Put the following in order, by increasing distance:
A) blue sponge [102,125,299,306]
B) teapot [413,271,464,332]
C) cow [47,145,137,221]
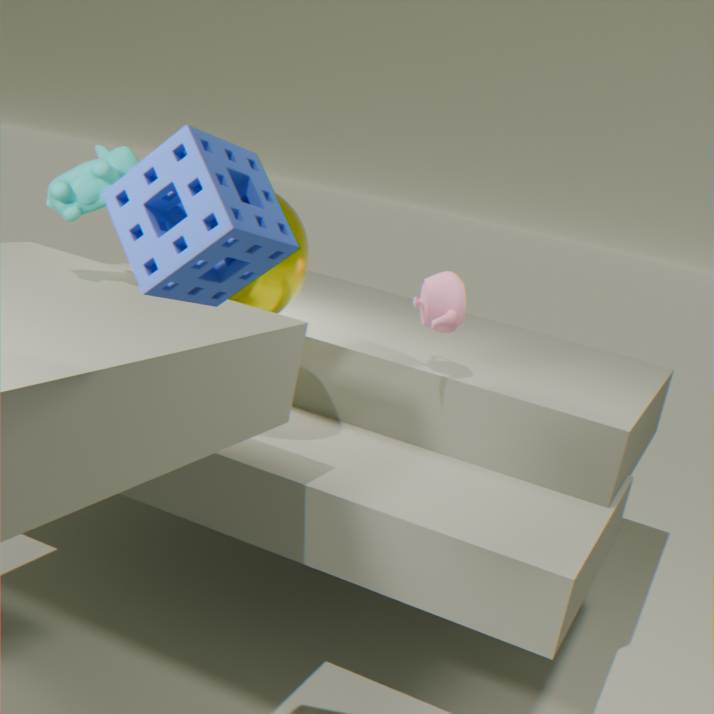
blue sponge [102,125,299,306] → cow [47,145,137,221] → teapot [413,271,464,332]
